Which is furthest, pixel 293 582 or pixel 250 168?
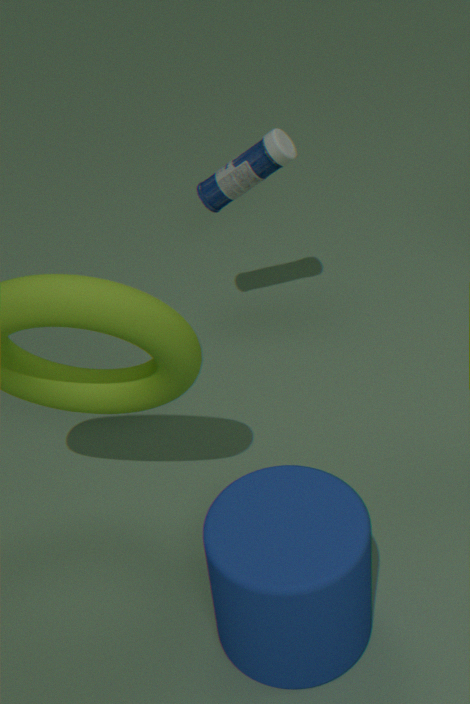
pixel 250 168
